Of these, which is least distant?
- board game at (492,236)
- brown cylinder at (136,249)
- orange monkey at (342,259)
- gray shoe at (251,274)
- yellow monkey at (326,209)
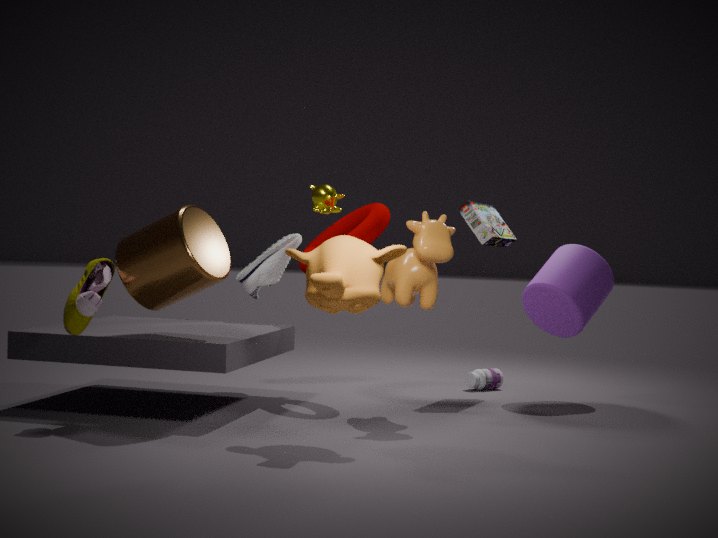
orange monkey at (342,259)
